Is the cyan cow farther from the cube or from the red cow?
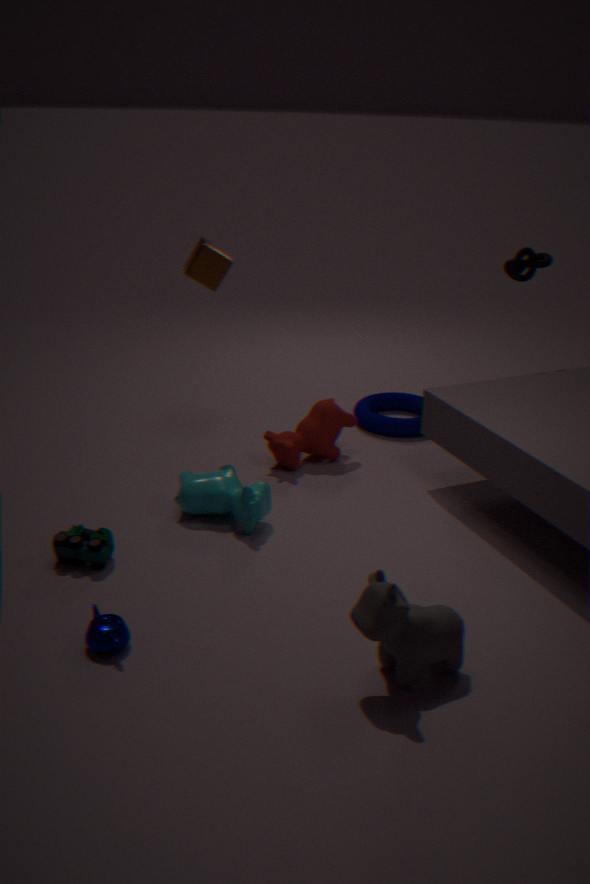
the cube
